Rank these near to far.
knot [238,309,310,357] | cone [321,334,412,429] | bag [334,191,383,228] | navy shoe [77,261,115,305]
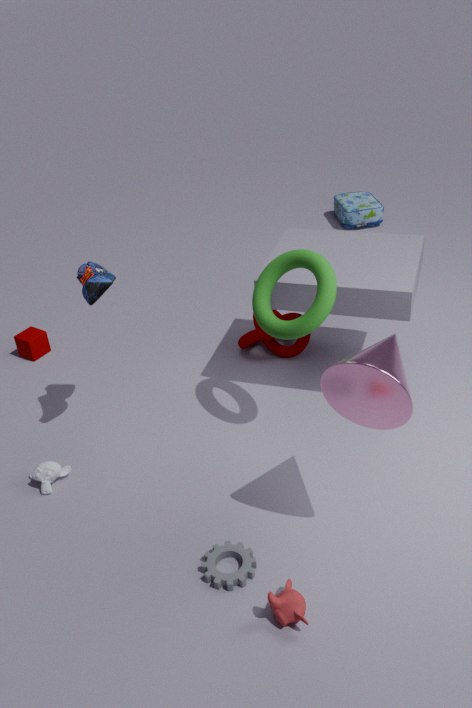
cone [321,334,412,429] < navy shoe [77,261,115,305] < knot [238,309,310,357] < bag [334,191,383,228]
